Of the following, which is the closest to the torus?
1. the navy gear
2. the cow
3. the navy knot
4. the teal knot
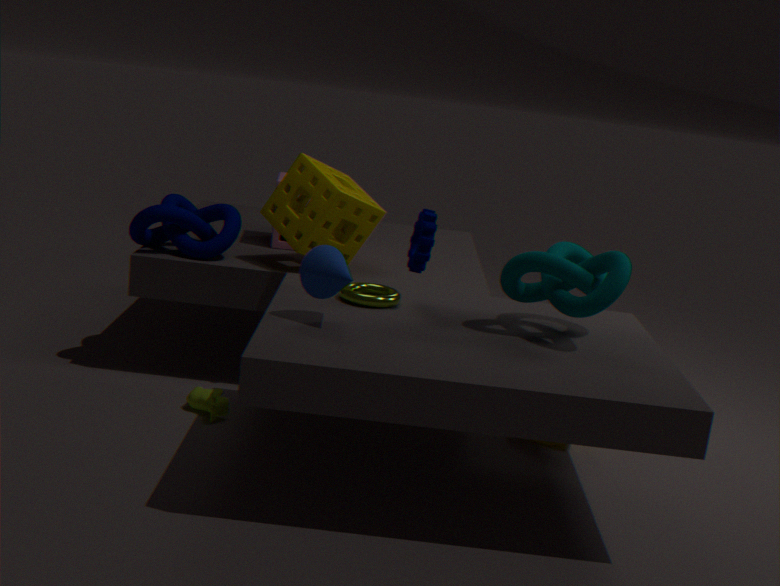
the navy gear
